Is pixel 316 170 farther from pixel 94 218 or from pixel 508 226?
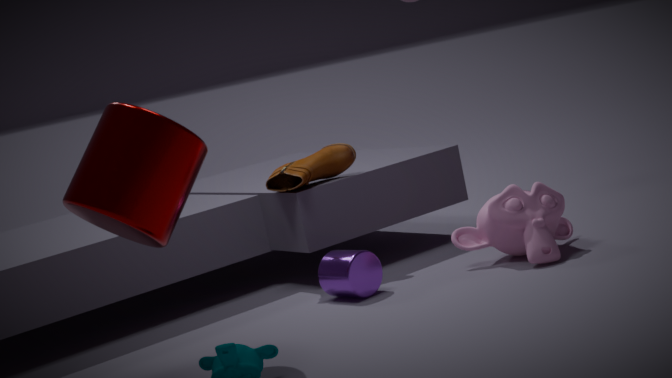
pixel 94 218
